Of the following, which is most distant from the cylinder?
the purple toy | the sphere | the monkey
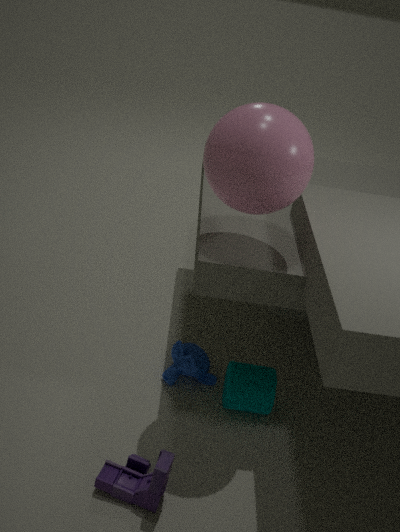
the sphere
